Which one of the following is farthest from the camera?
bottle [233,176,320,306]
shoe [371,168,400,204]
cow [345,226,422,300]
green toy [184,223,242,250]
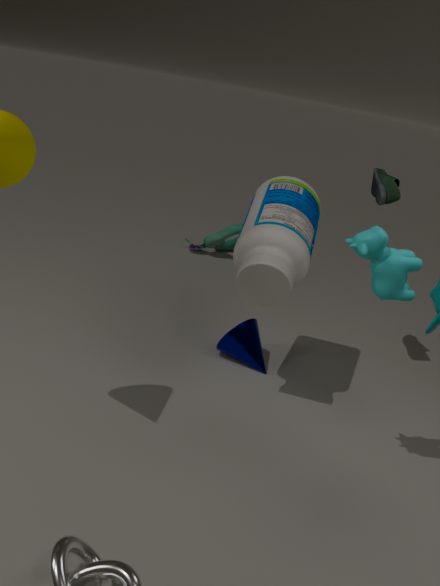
green toy [184,223,242,250]
